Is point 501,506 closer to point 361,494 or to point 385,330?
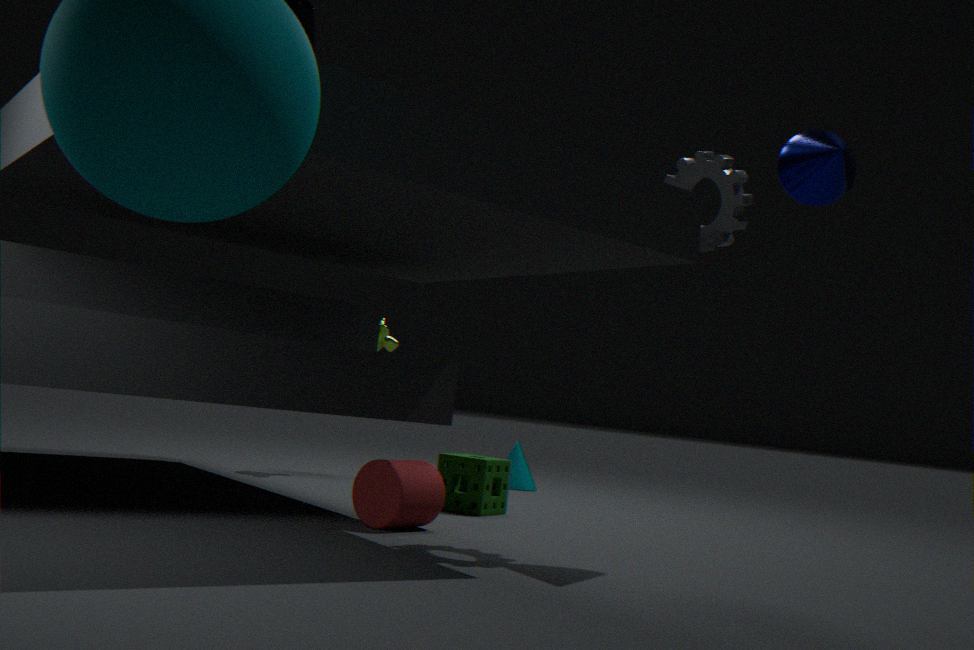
point 361,494
